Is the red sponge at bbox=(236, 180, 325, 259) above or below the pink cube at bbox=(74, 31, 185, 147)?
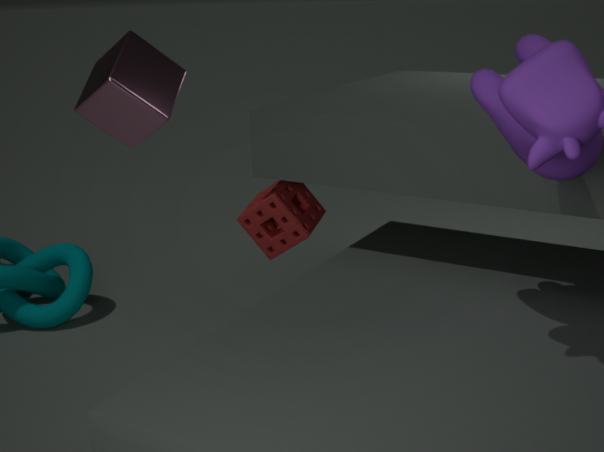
below
